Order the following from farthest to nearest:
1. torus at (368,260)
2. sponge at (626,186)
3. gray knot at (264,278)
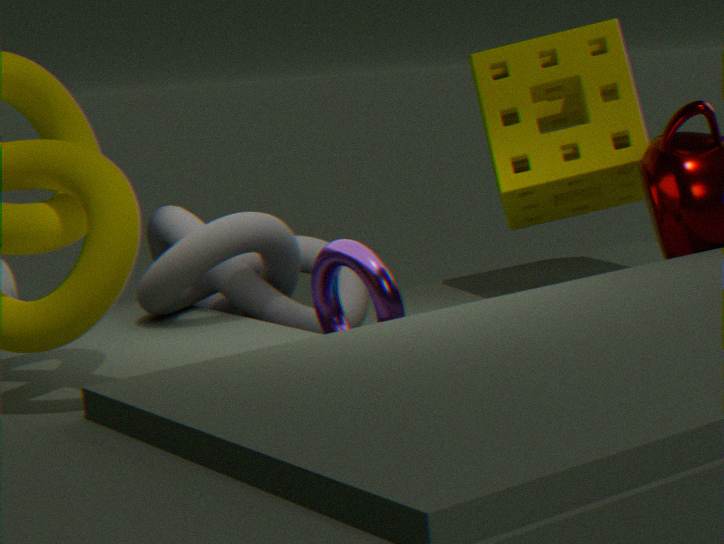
1. sponge at (626,186)
2. gray knot at (264,278)
3. torus at (368,260)
